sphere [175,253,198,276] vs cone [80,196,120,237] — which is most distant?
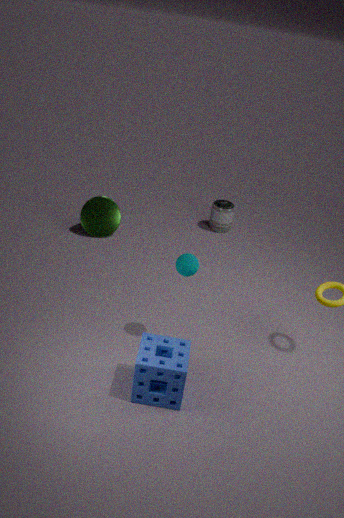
cone [80,196,120,237]
